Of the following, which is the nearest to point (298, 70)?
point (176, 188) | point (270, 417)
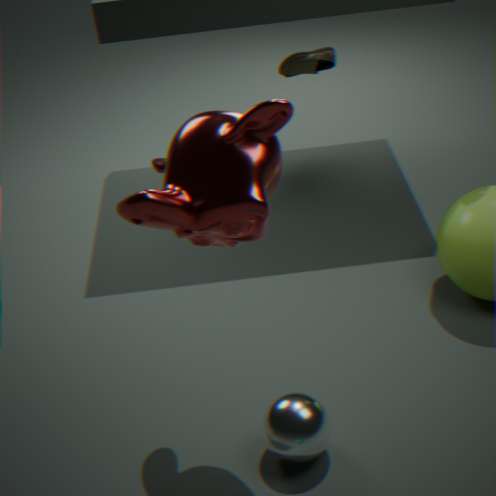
point (176, 188)
